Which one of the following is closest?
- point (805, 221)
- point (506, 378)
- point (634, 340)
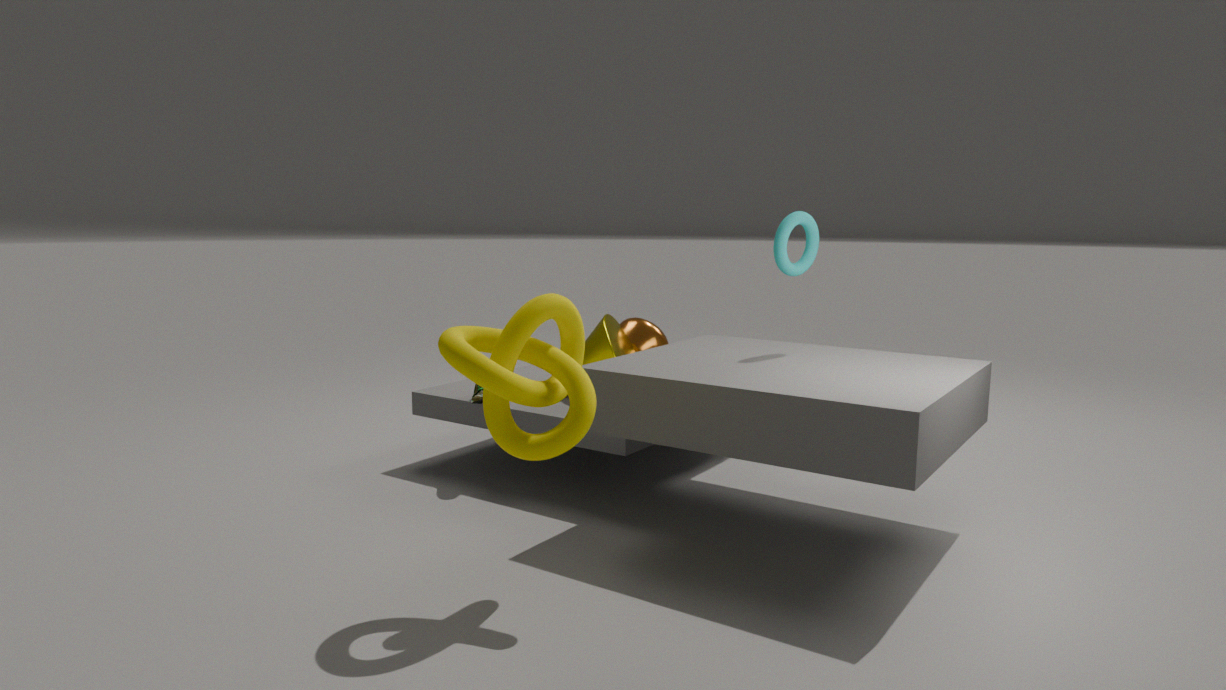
point (506, 378)
